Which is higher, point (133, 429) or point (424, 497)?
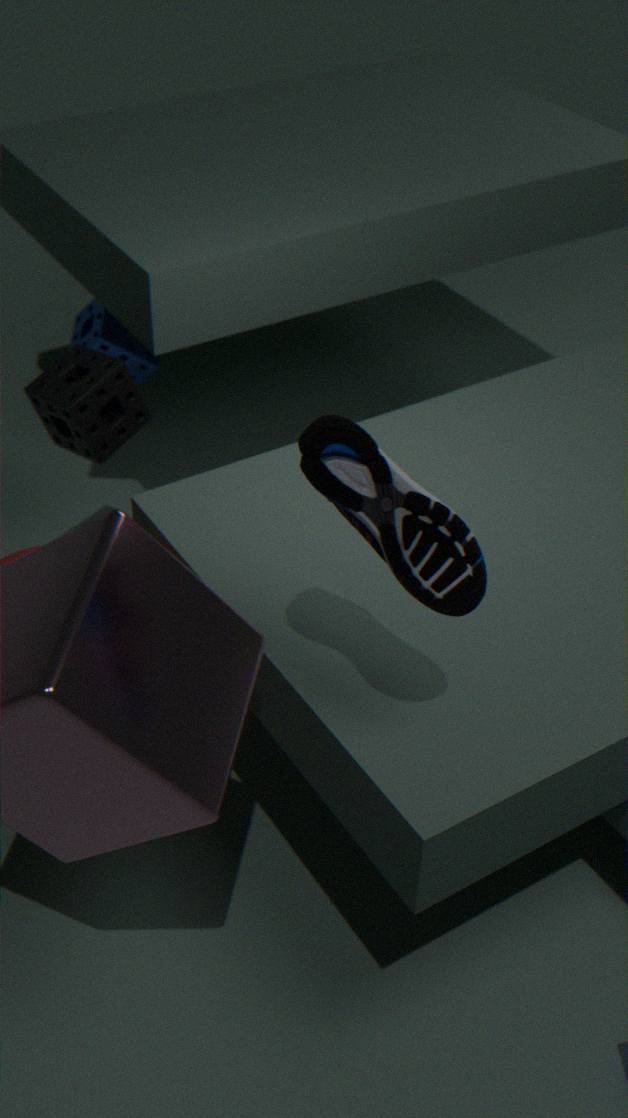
point (424, 497)
